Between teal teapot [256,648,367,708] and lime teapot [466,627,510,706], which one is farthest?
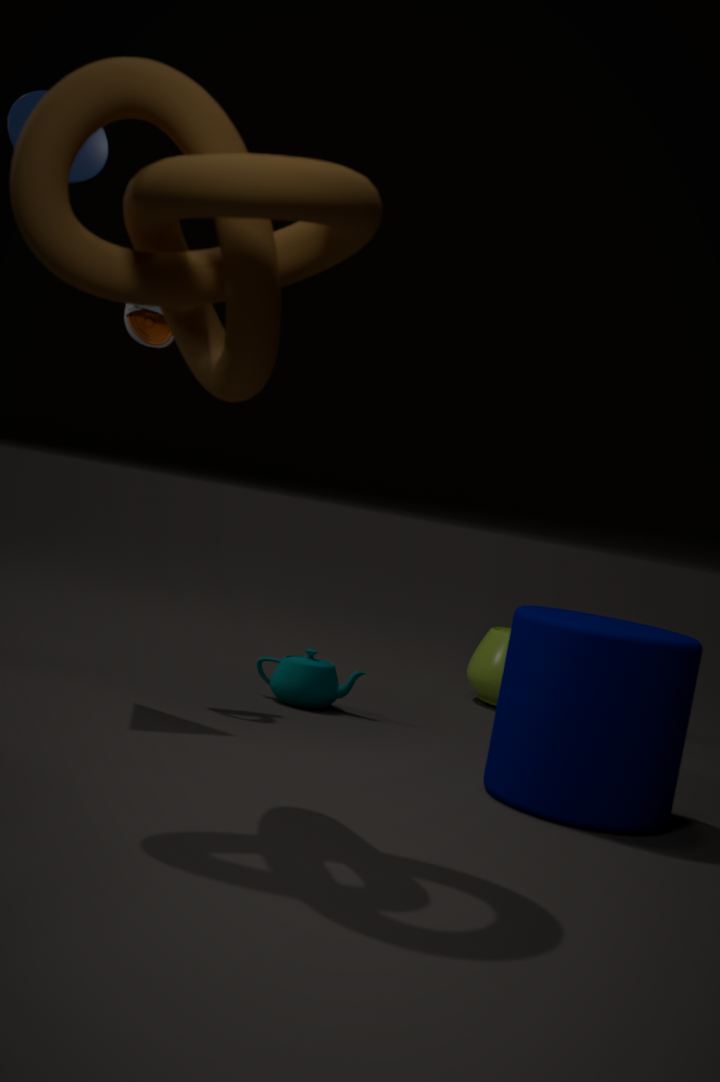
lime teapot [466,627,510,706]
